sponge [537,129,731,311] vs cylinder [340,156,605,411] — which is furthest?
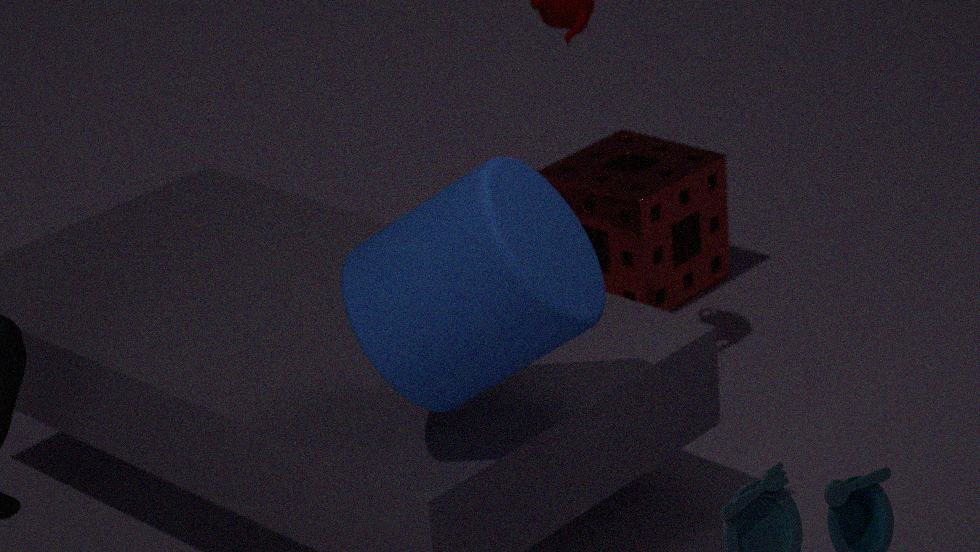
sponge [537,129,731,311]
